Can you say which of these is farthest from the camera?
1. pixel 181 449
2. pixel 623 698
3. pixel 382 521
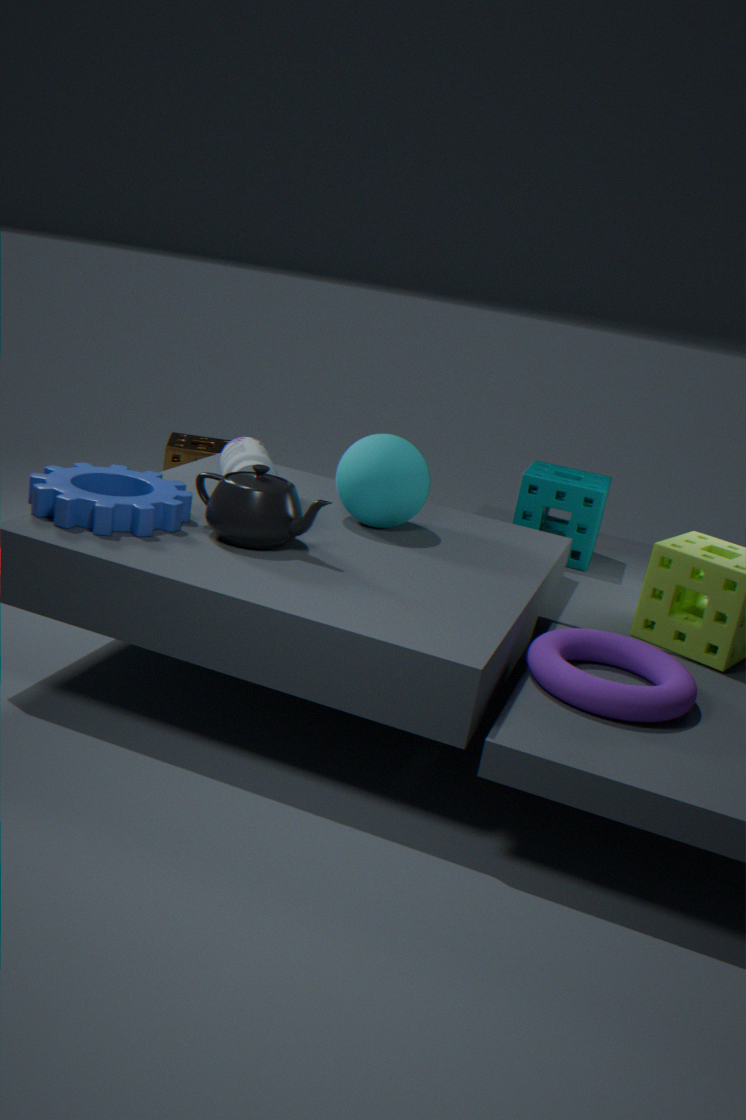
pixel 181 449
